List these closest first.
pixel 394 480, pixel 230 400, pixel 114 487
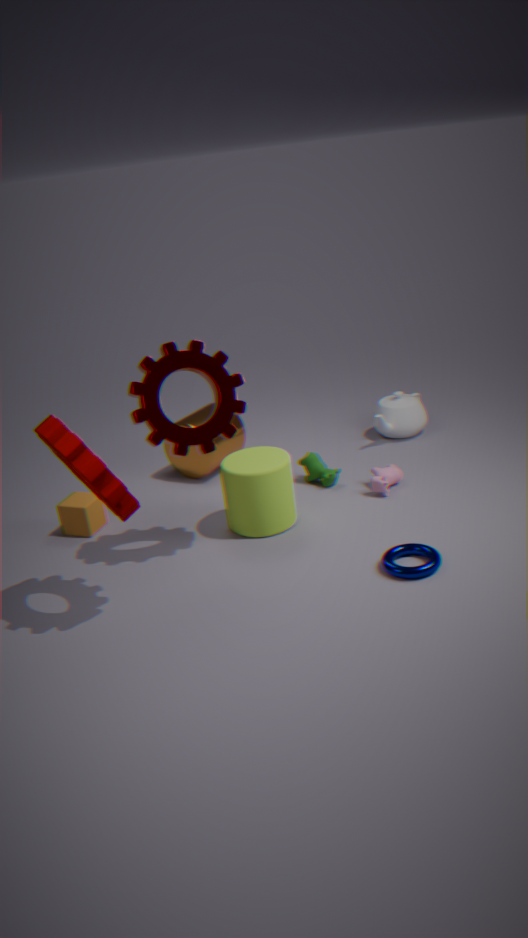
pixel 114 487
pixel 230 400
pixel 394 480
